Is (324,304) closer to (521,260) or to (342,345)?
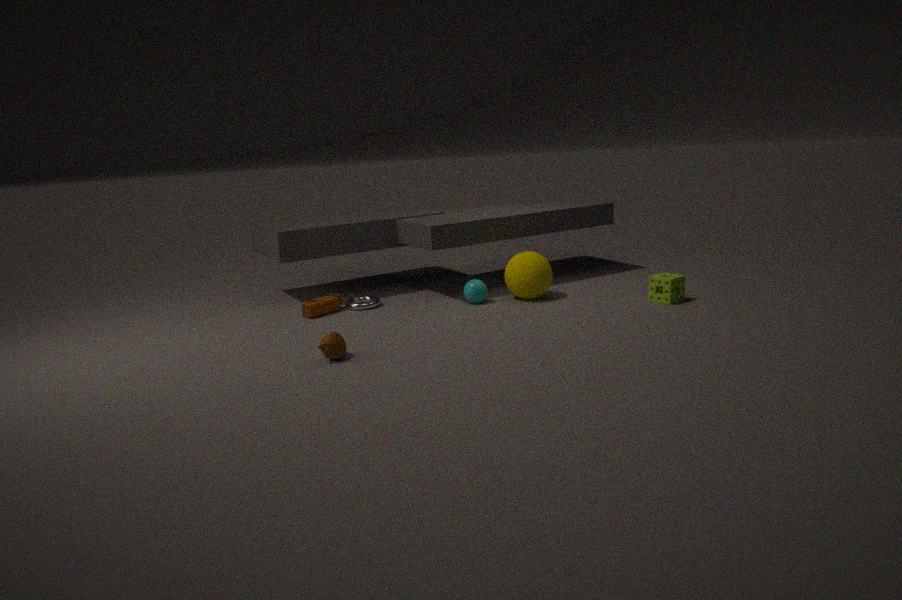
(342,345)
